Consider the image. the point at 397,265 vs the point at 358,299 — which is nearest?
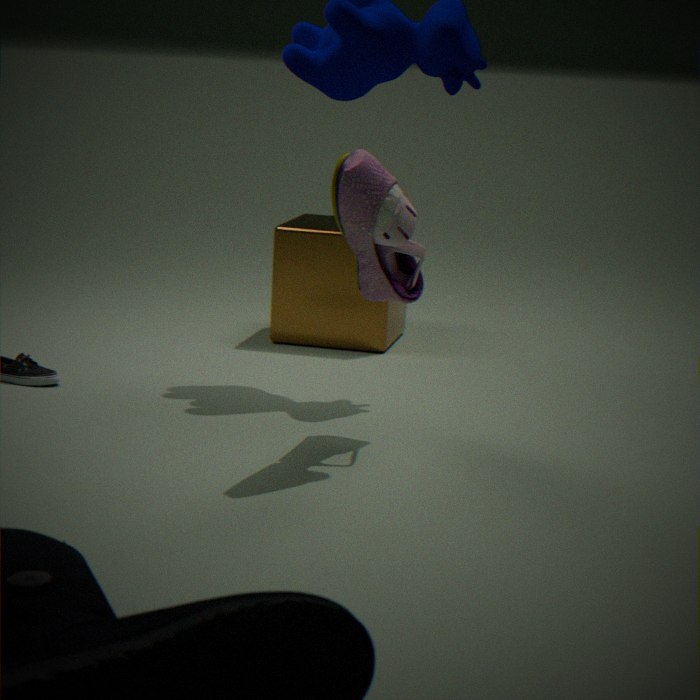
the point at 397,265
